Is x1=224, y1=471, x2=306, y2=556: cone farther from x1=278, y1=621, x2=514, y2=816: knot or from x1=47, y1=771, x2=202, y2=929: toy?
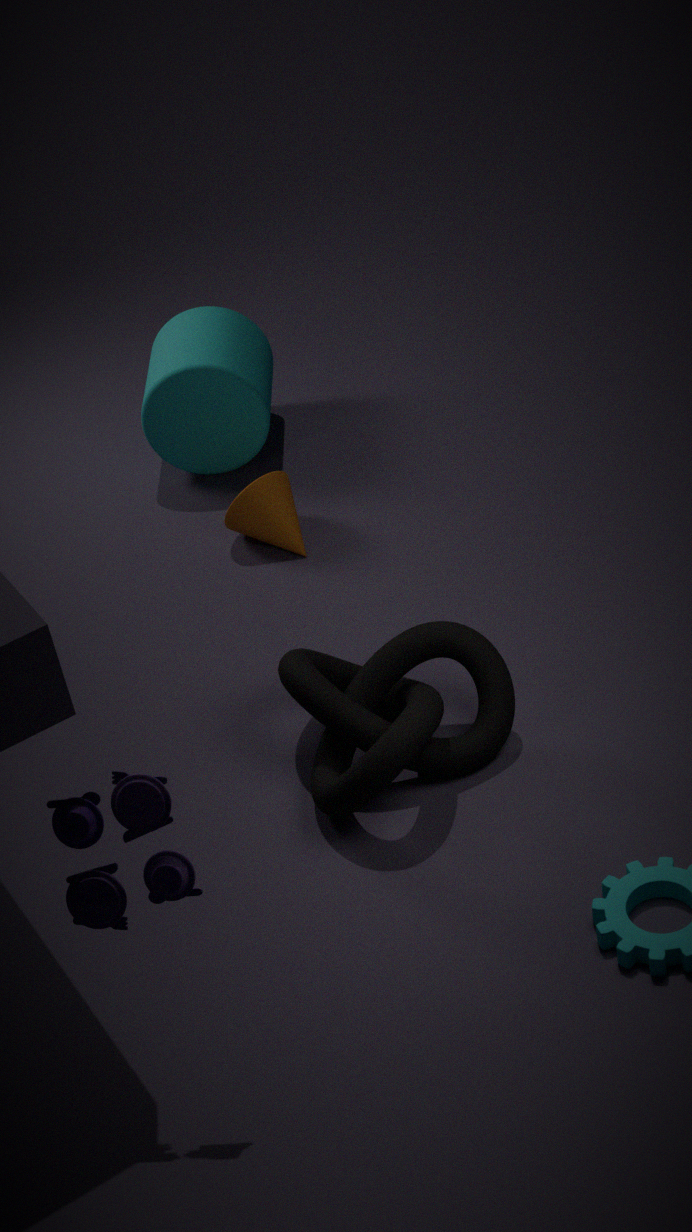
x1=47, y1=771, x2=202, y2=929: toy
